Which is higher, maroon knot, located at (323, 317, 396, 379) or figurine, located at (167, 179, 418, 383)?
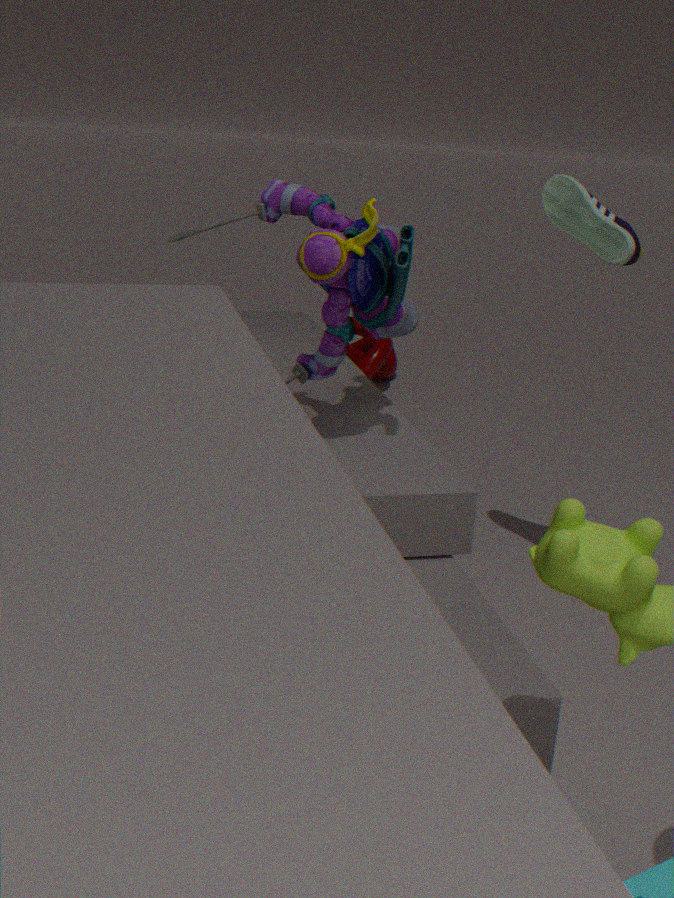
figurine, located at (167, 179, 418, 383)
